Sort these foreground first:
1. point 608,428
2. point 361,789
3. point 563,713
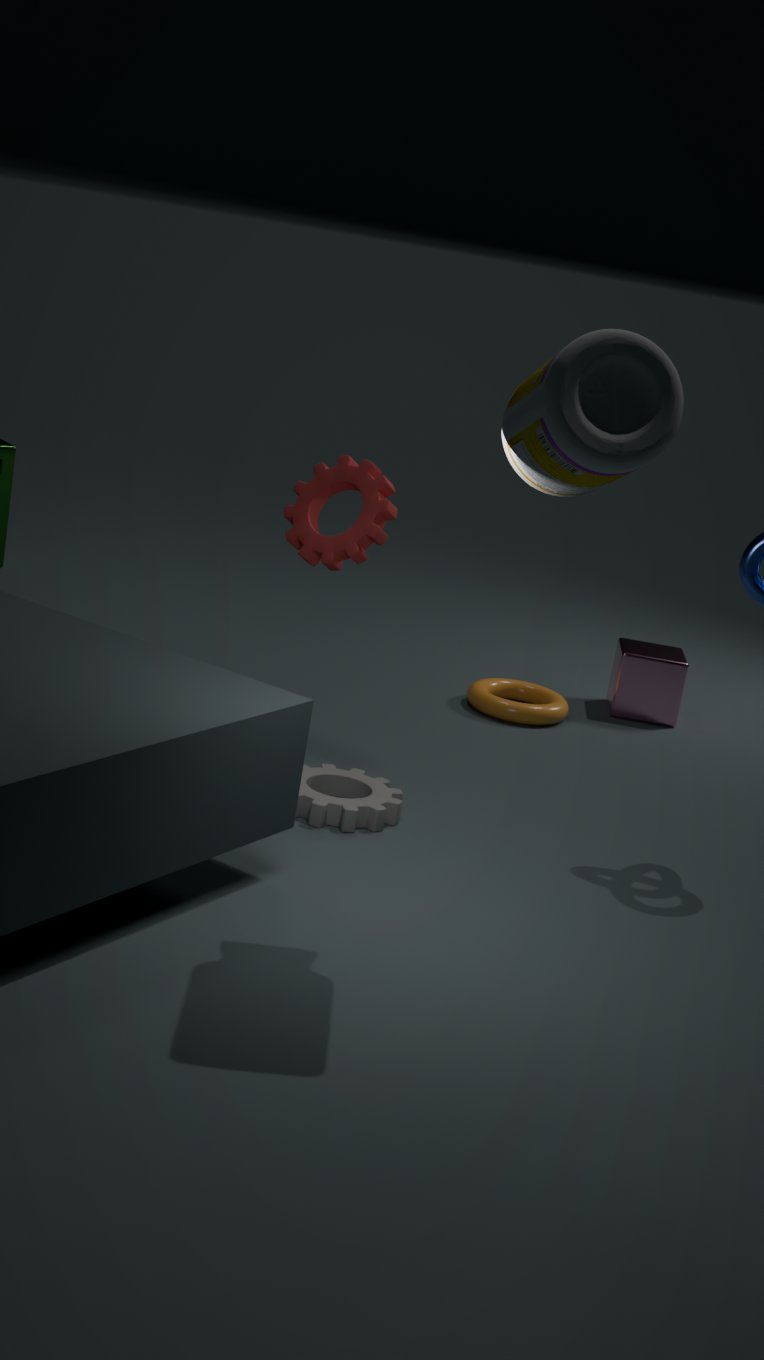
point 608,428 → point 361,789 → point 563,713
